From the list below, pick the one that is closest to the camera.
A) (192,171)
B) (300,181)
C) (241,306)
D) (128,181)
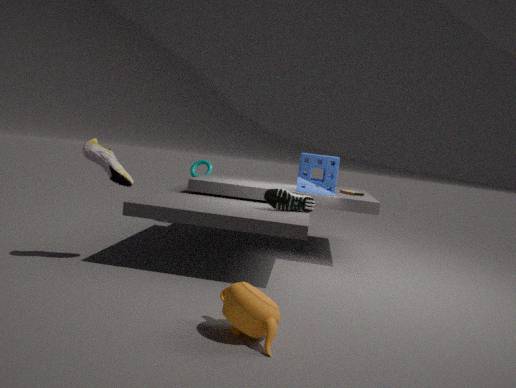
(241,306)
